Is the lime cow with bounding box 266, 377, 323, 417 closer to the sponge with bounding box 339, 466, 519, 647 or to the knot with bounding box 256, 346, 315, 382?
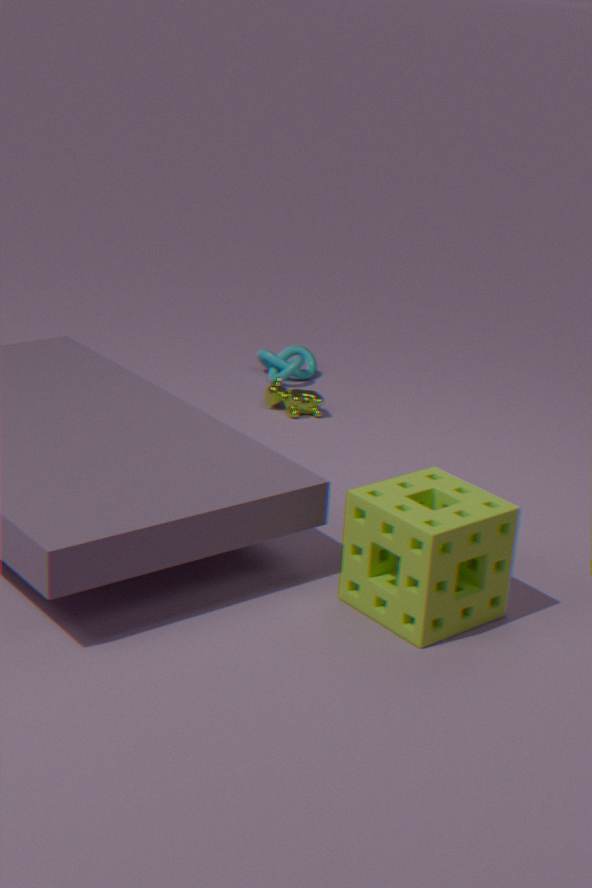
the knot with bounding box 256, 346, 315, 382
